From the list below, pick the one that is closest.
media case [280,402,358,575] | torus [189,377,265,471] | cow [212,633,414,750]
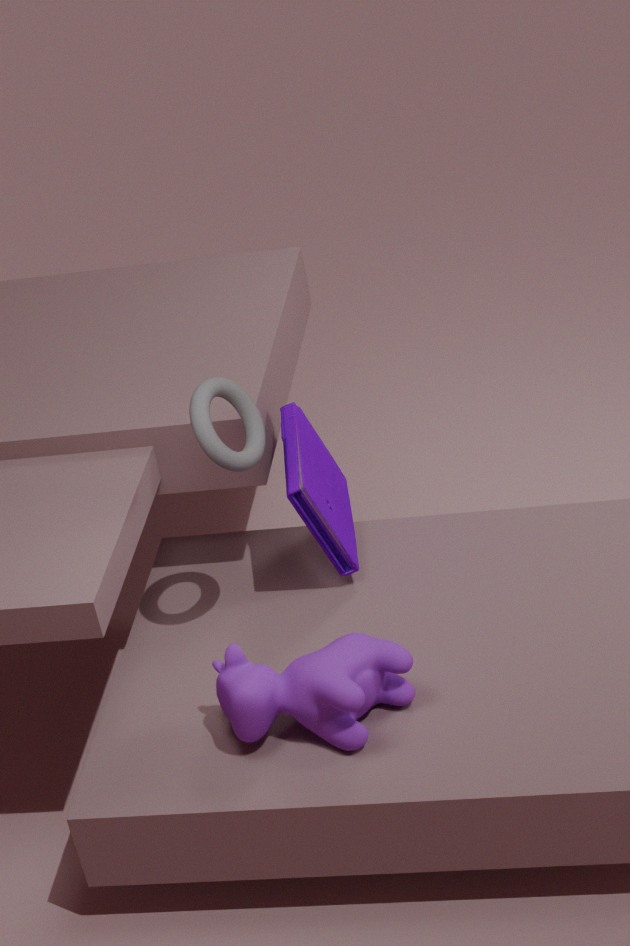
cow [212,633,414,750]
